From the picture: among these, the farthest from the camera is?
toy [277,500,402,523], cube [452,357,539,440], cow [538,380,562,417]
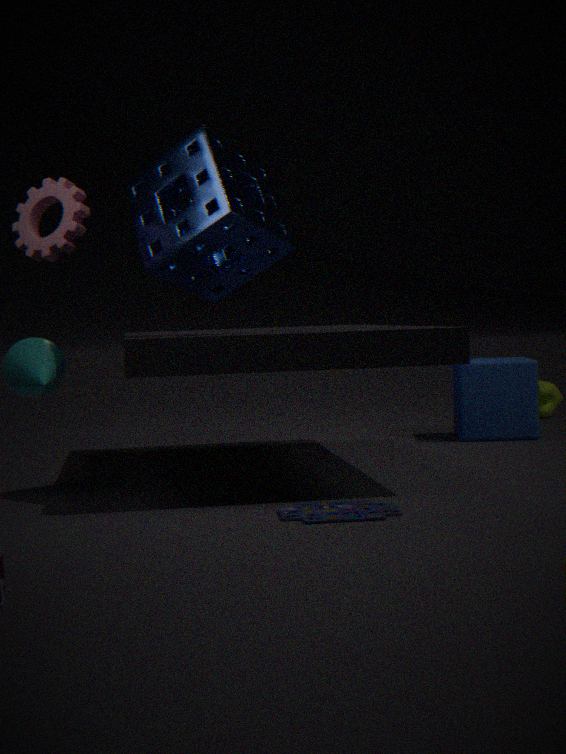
cow [538,380,562,417]
